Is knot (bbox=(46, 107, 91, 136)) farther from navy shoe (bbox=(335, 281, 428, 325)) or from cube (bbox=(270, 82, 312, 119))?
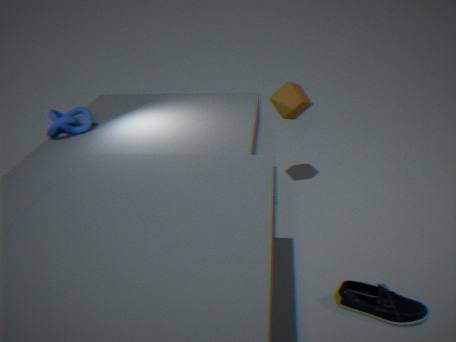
navy shoe (bbox=(335, 281, 428, 325))
